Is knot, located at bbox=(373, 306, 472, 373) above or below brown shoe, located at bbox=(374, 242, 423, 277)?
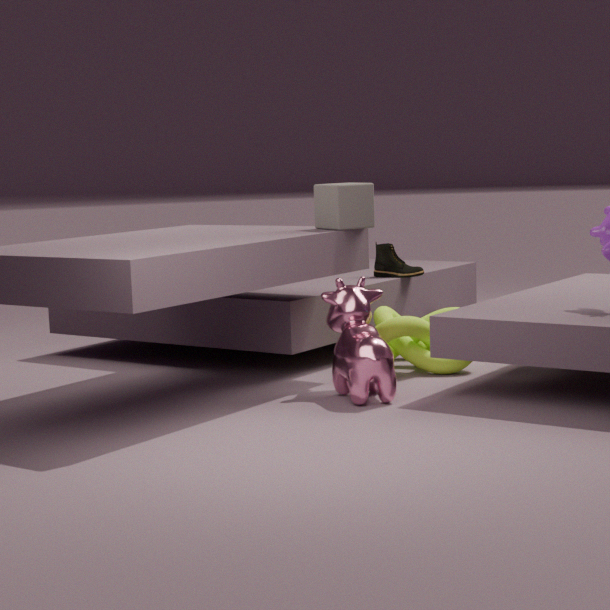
below
